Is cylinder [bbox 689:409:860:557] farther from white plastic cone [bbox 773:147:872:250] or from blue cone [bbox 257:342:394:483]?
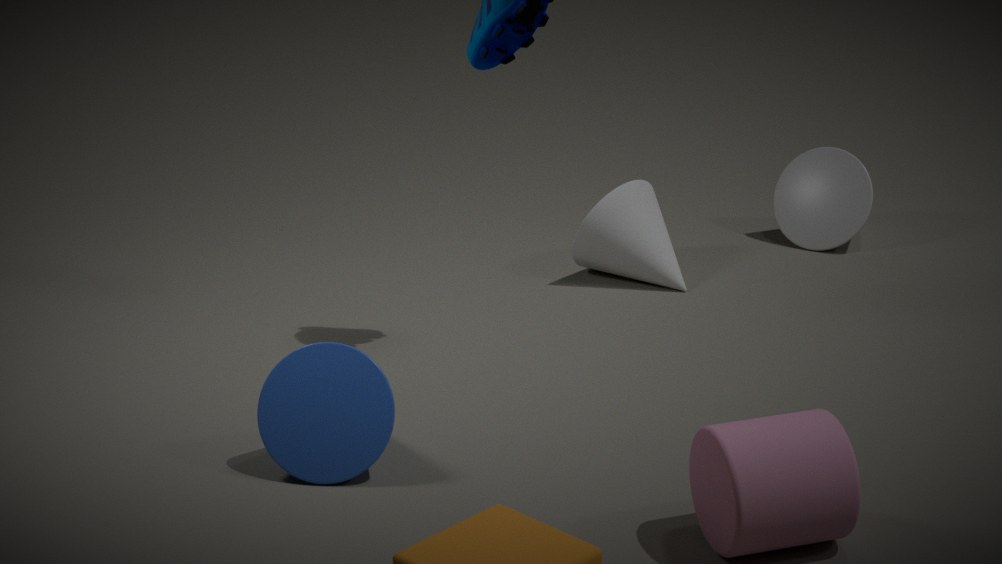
white plastic cone [bbox 773:147:872:250]
